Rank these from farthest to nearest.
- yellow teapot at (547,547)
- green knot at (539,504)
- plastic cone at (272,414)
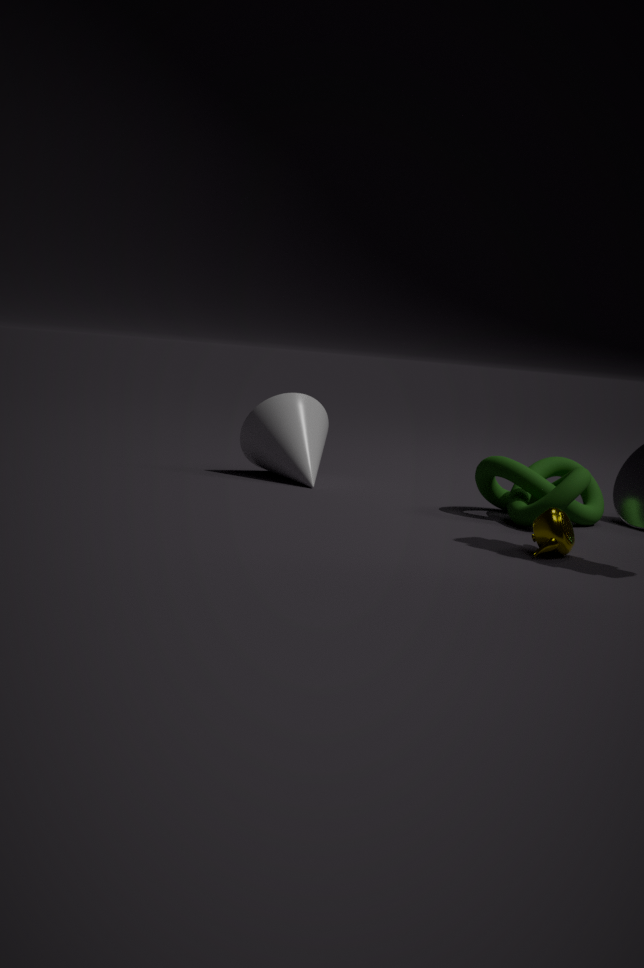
plastic cone at (272,414)
green knot at (539,504)
yellow teapot at (547,547)
